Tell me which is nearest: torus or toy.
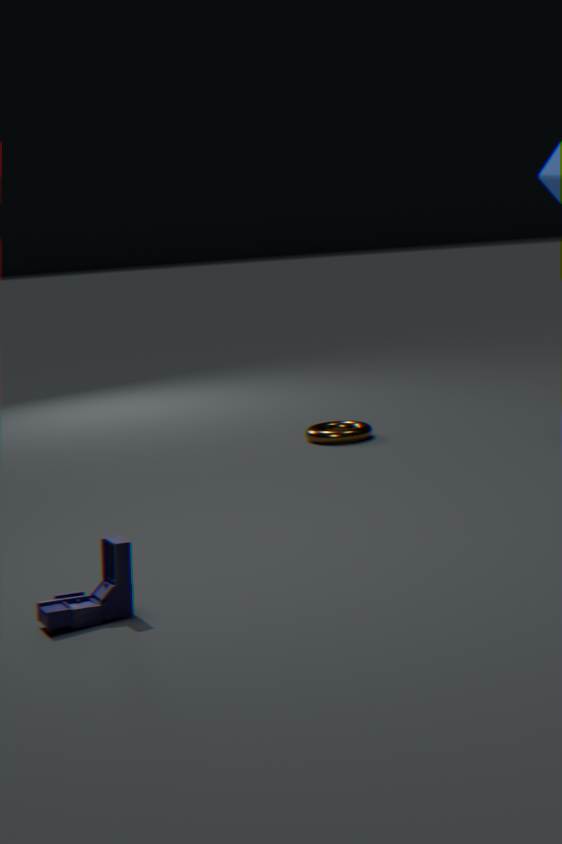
toy
